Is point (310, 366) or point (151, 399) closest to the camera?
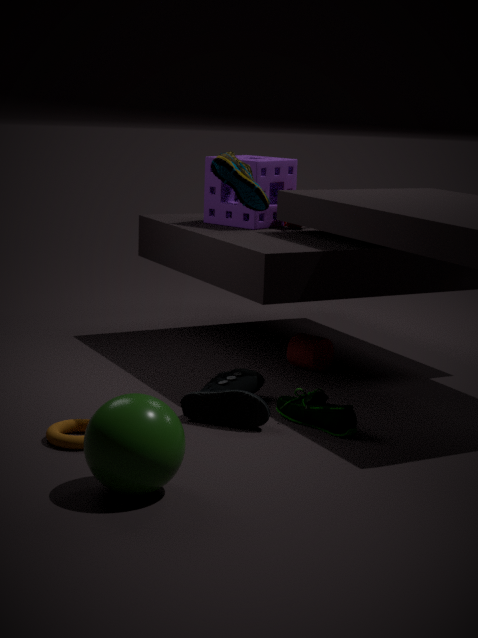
point (151, 399)
